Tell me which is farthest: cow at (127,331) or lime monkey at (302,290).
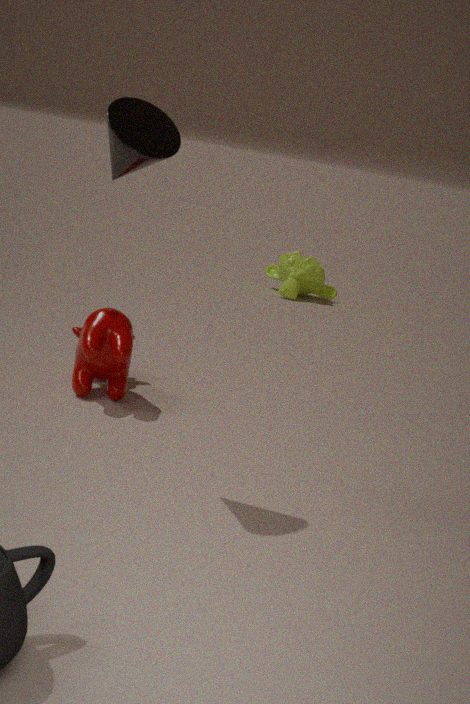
lime monkey at (302,290)
